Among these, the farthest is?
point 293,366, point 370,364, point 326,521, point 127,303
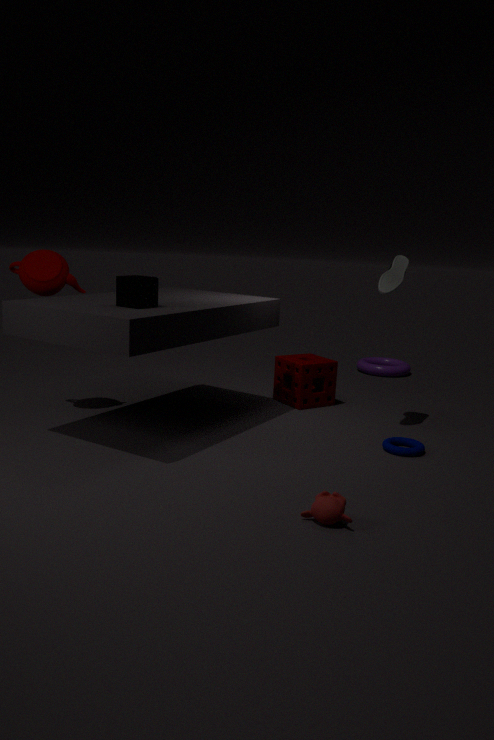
point 370,364
